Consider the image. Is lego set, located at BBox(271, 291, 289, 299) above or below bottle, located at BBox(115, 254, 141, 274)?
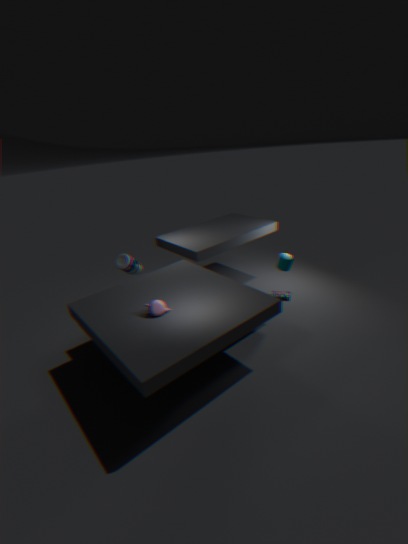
below
